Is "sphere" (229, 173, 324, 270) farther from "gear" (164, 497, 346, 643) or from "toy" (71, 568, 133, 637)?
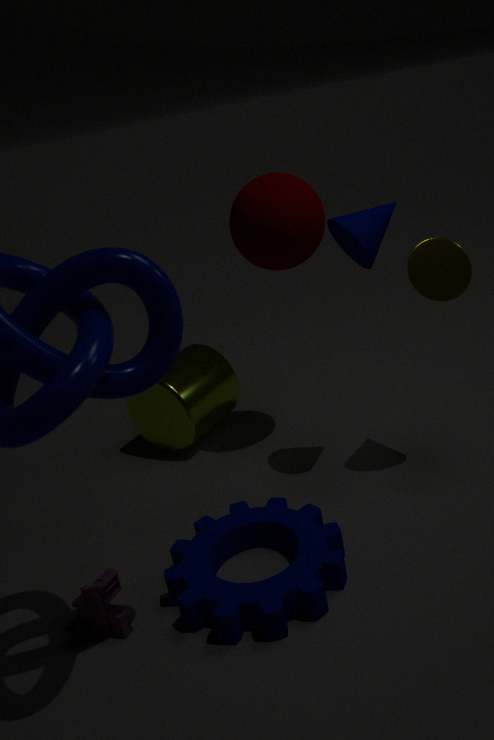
"toy" (71, 568, 133, 637)
